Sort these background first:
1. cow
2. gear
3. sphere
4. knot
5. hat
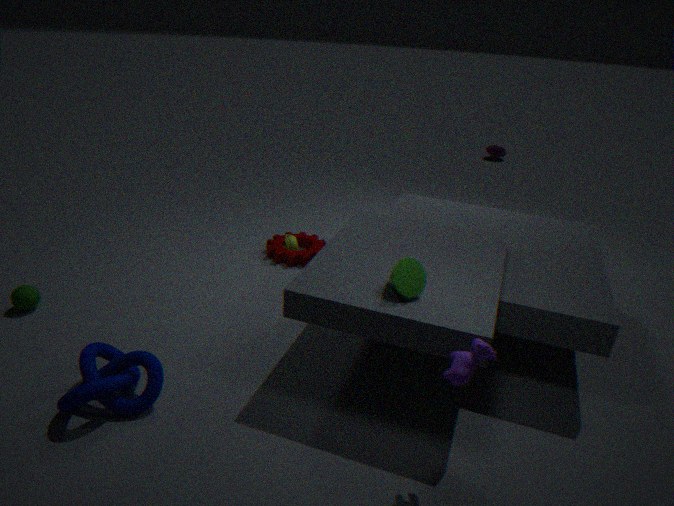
hat
gear
sphere
knot
cow
